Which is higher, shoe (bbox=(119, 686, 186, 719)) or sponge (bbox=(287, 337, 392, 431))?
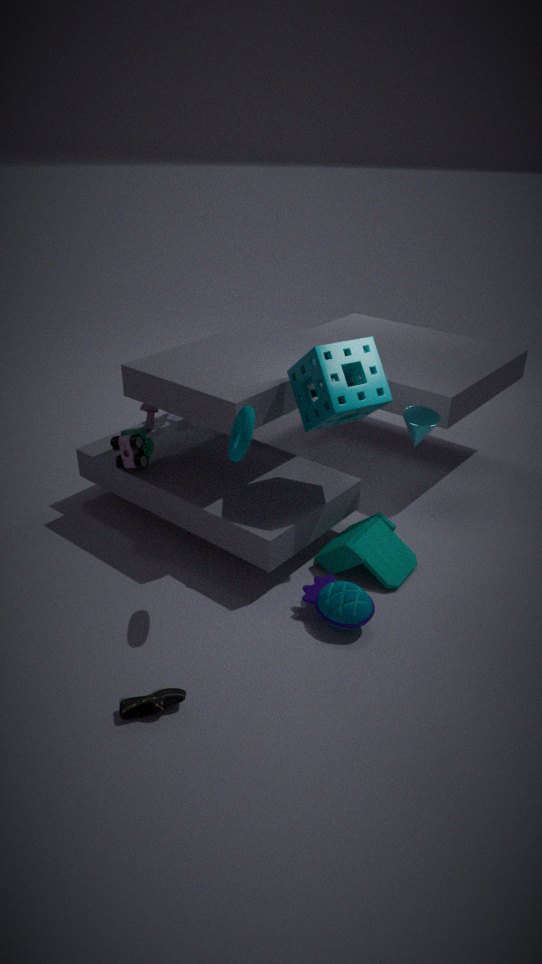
sponge (bbox=(287, 337, 392, 431))
